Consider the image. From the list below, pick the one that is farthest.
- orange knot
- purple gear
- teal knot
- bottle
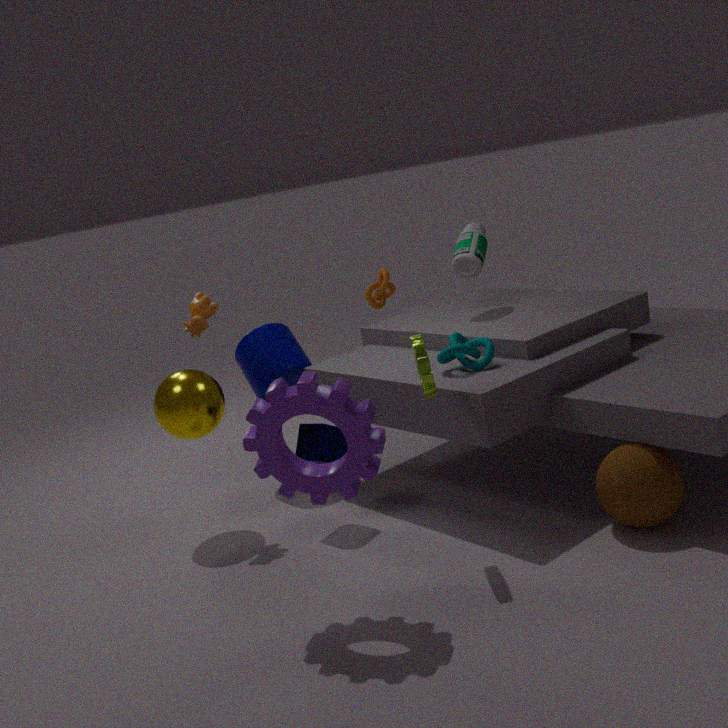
orange knot
